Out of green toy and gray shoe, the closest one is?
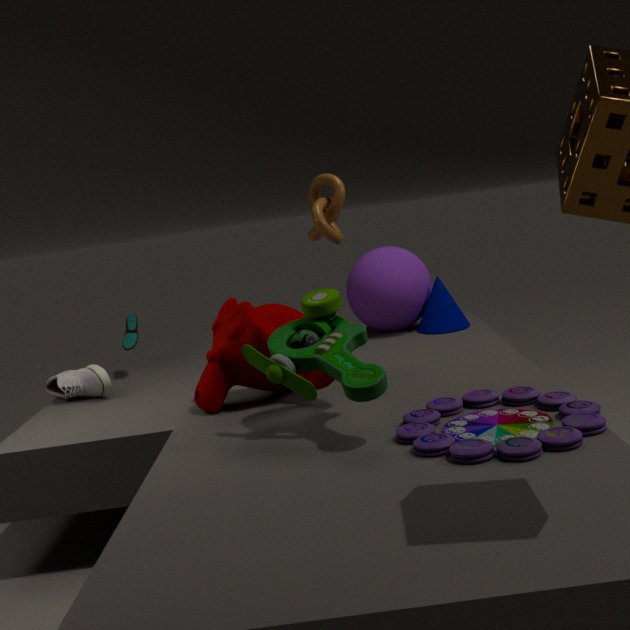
green toy
